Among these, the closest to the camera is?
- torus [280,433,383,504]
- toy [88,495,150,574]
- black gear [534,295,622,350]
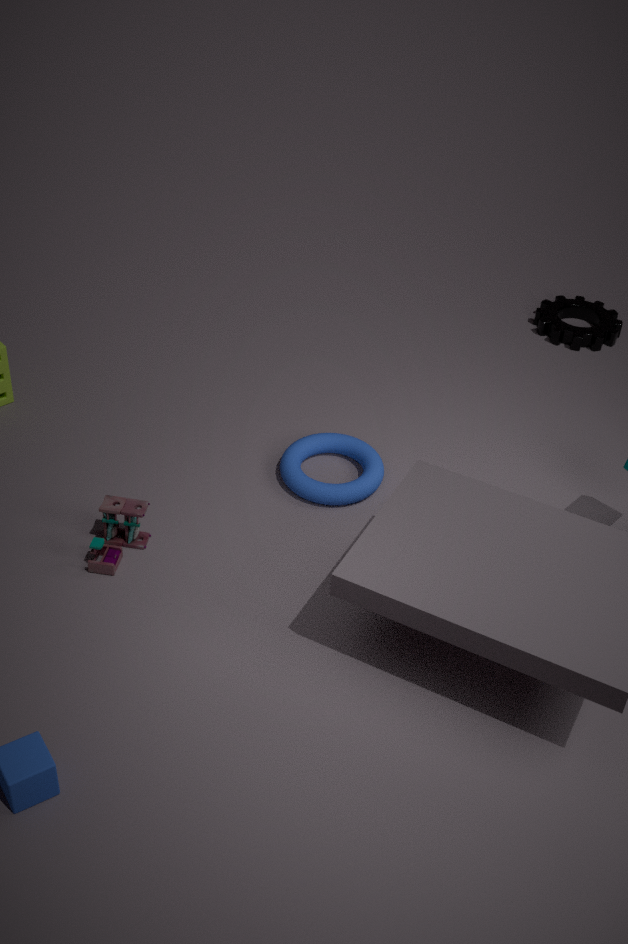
toy [88,495,150,574]
